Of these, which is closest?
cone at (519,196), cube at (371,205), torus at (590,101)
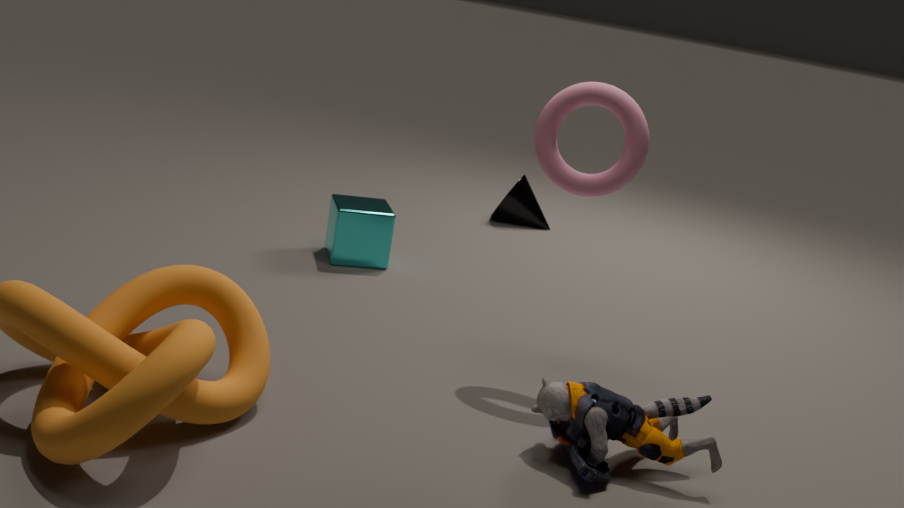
torus at (590,101)
